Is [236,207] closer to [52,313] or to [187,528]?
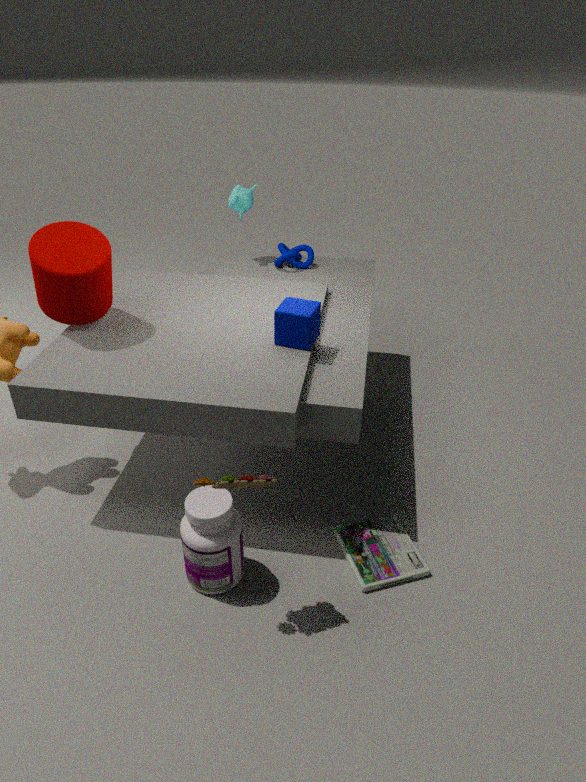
[52,313]
